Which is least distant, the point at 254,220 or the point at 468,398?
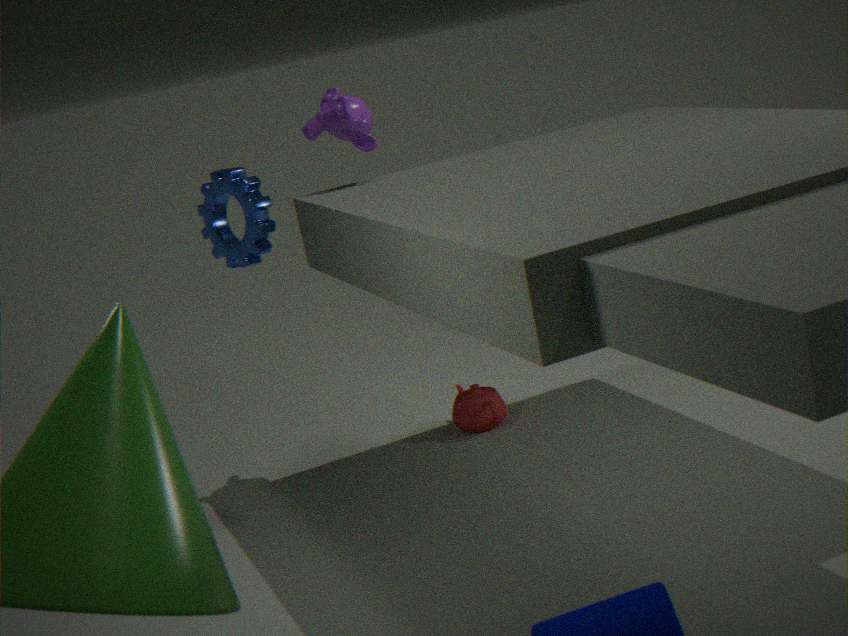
the point at 254,220
